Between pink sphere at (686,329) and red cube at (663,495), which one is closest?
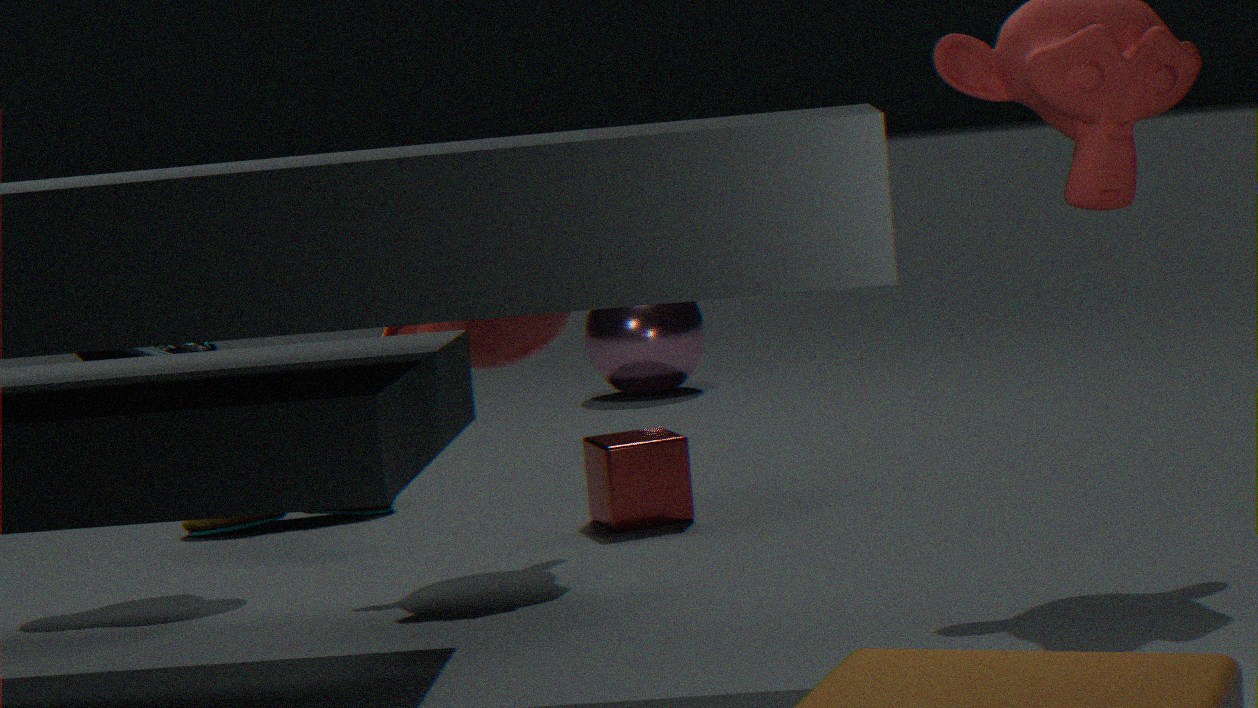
red cube at (663,495)
